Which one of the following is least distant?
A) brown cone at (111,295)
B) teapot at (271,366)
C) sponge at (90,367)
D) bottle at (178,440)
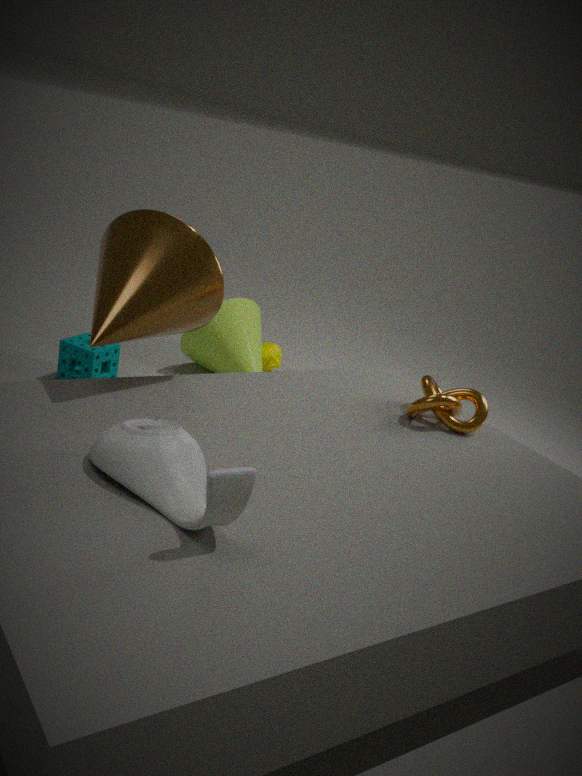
bottle at (178,440)
